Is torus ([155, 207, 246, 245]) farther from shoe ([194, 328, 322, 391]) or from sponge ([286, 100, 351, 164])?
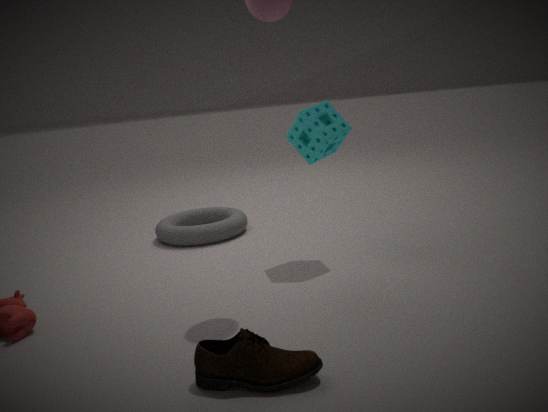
shoe ([194, 328, 322, 391])
